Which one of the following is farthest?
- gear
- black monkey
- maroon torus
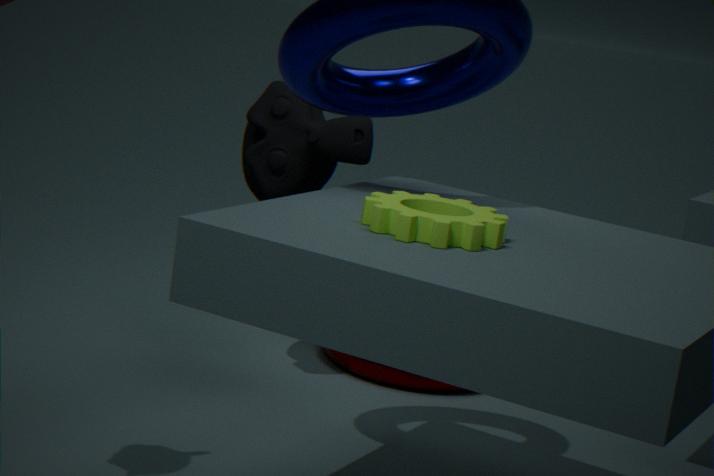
maroon torus
